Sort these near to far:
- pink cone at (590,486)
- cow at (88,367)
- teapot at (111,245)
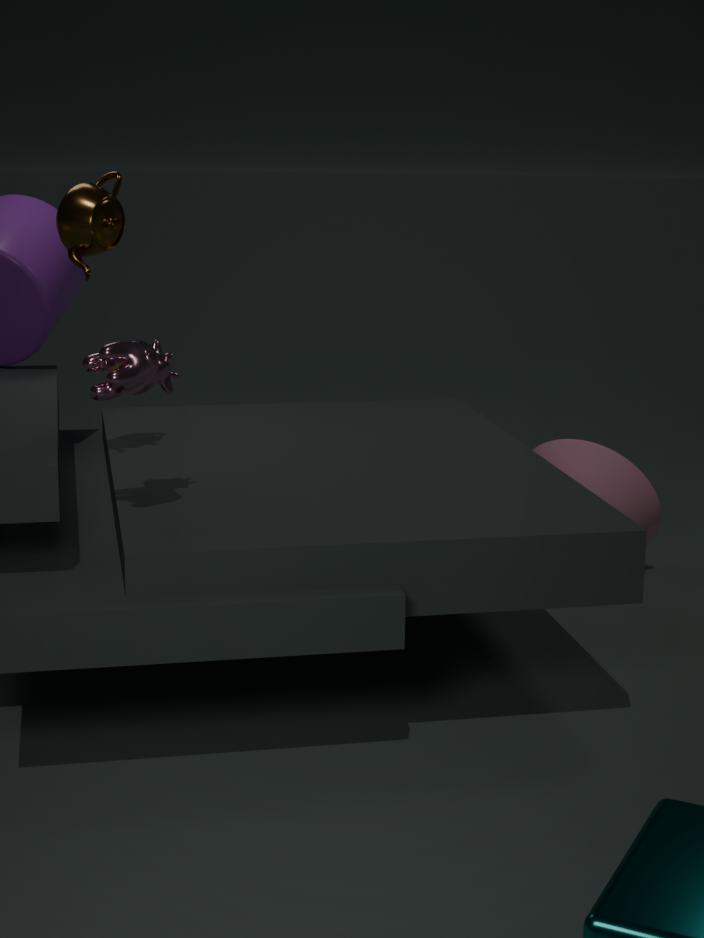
cow at (88,367) < teapot at (111,245) < pink cone at (590,486)
